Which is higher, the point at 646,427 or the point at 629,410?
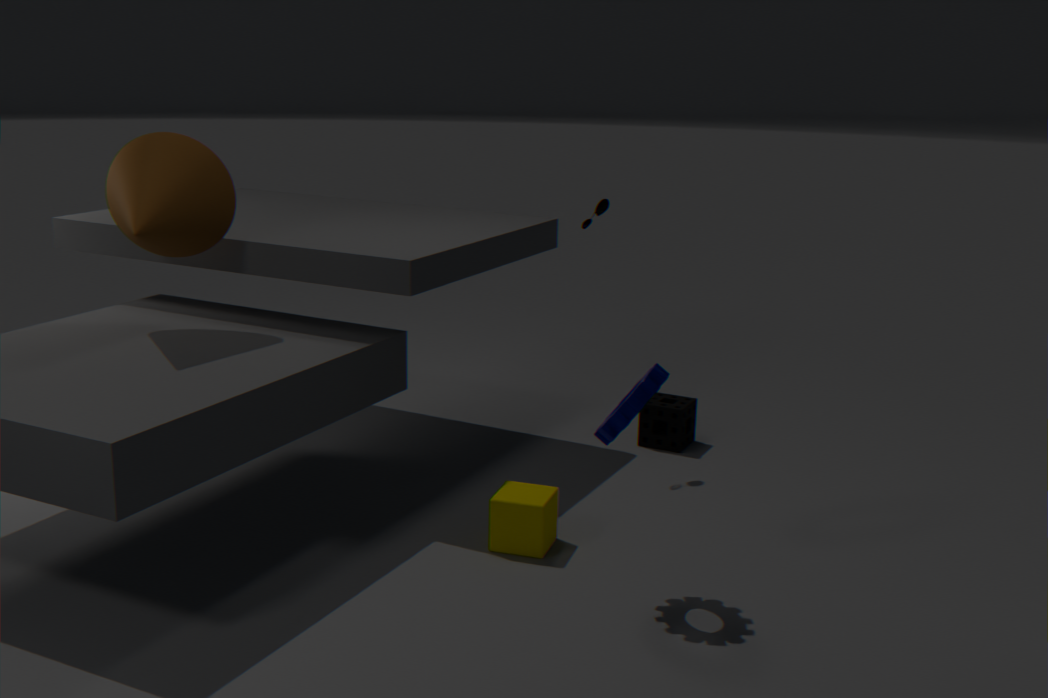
the point at 629,410
